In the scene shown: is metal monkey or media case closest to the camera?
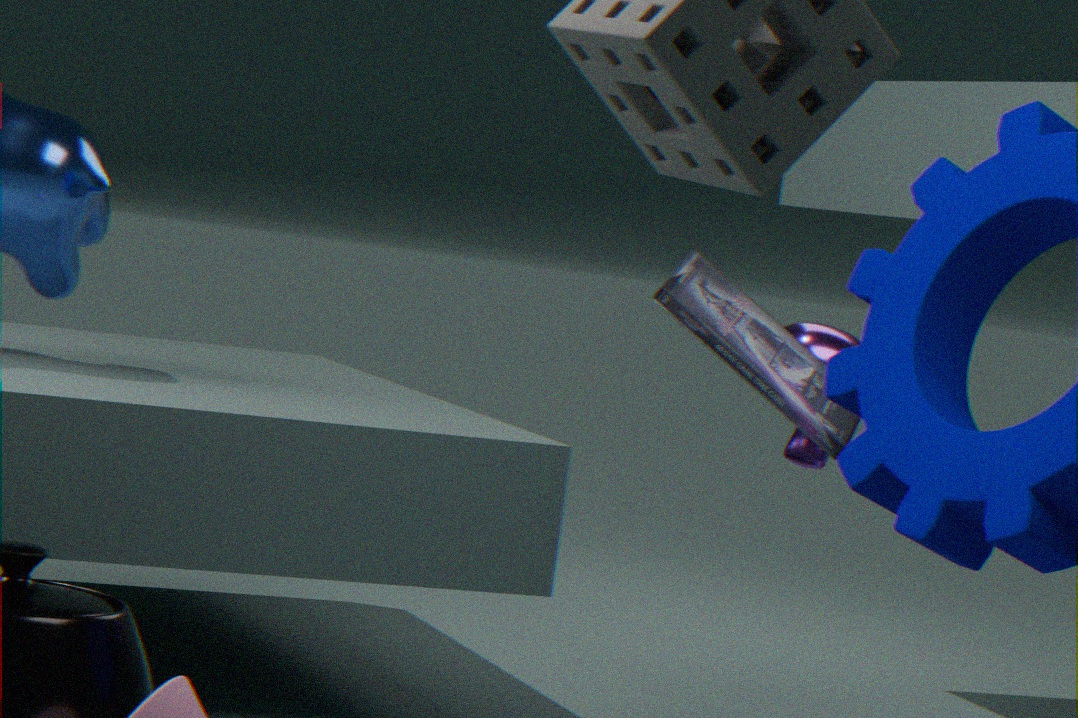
media case
